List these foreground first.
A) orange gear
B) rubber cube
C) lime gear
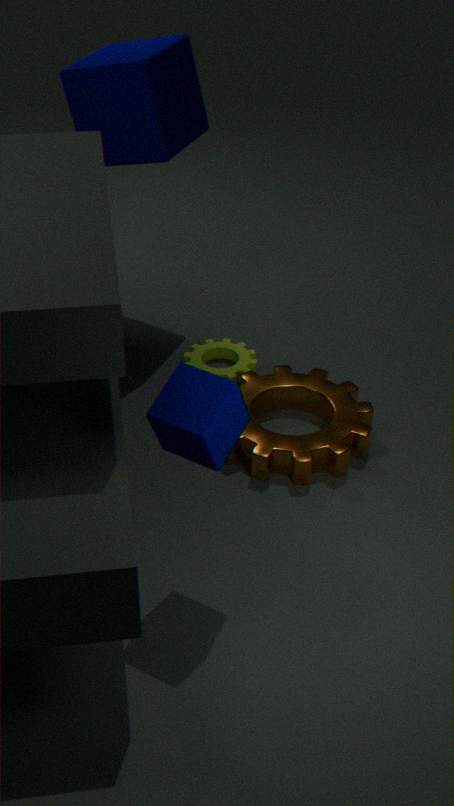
rubber cube → orange gear → lime gear
